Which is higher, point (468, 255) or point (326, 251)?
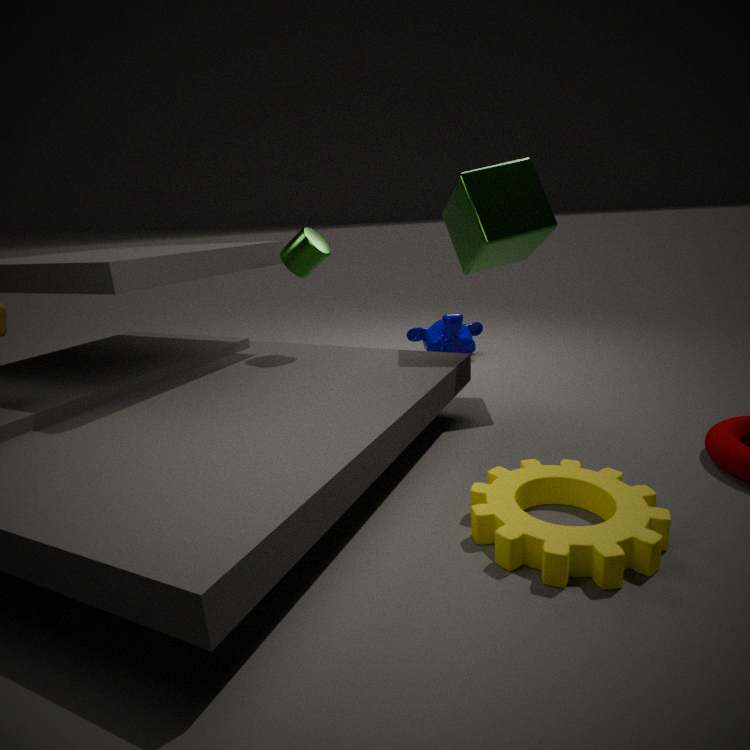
point (468, 255)
